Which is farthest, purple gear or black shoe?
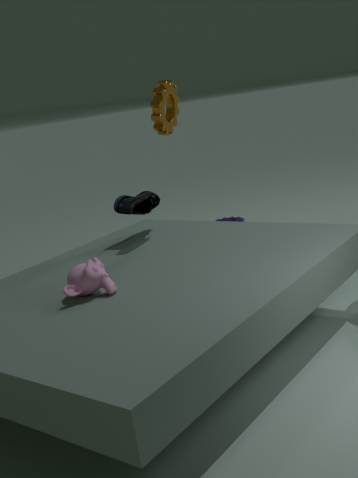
purple gear
